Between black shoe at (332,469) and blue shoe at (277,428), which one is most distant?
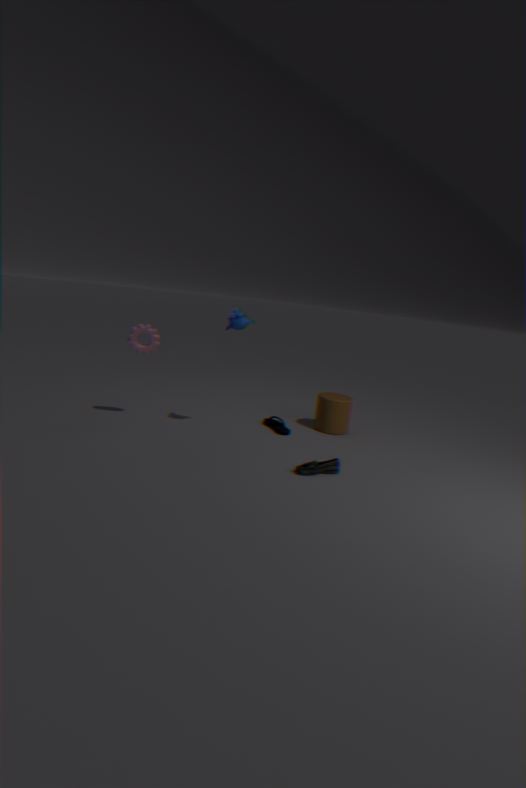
blue shoe at (277,428)
